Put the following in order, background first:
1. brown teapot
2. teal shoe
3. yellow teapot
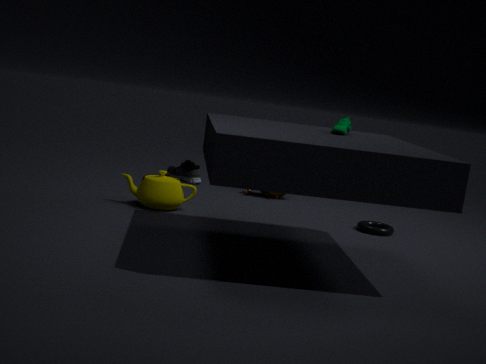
brown teapot, yellow teapot, teal shoe
